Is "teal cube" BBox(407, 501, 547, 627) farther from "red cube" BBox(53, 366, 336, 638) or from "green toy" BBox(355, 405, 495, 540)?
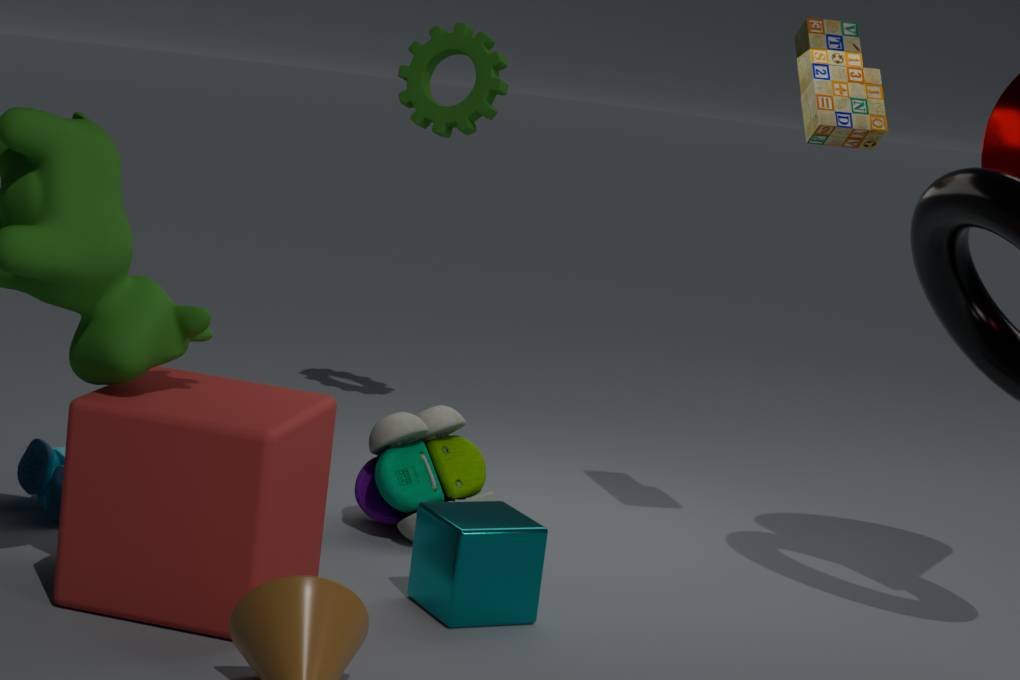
"green toy" BBox(355, 405, 495, 540)
